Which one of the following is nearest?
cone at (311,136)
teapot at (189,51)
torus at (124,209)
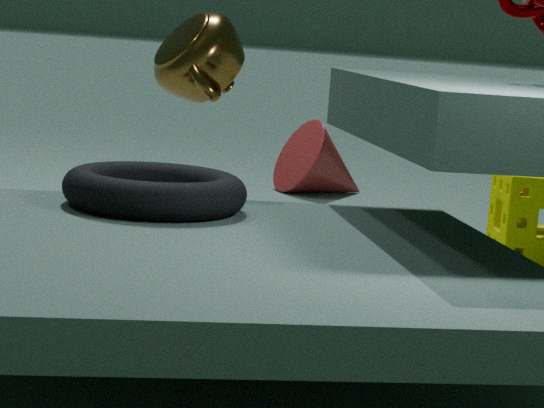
torus at (124,209)
